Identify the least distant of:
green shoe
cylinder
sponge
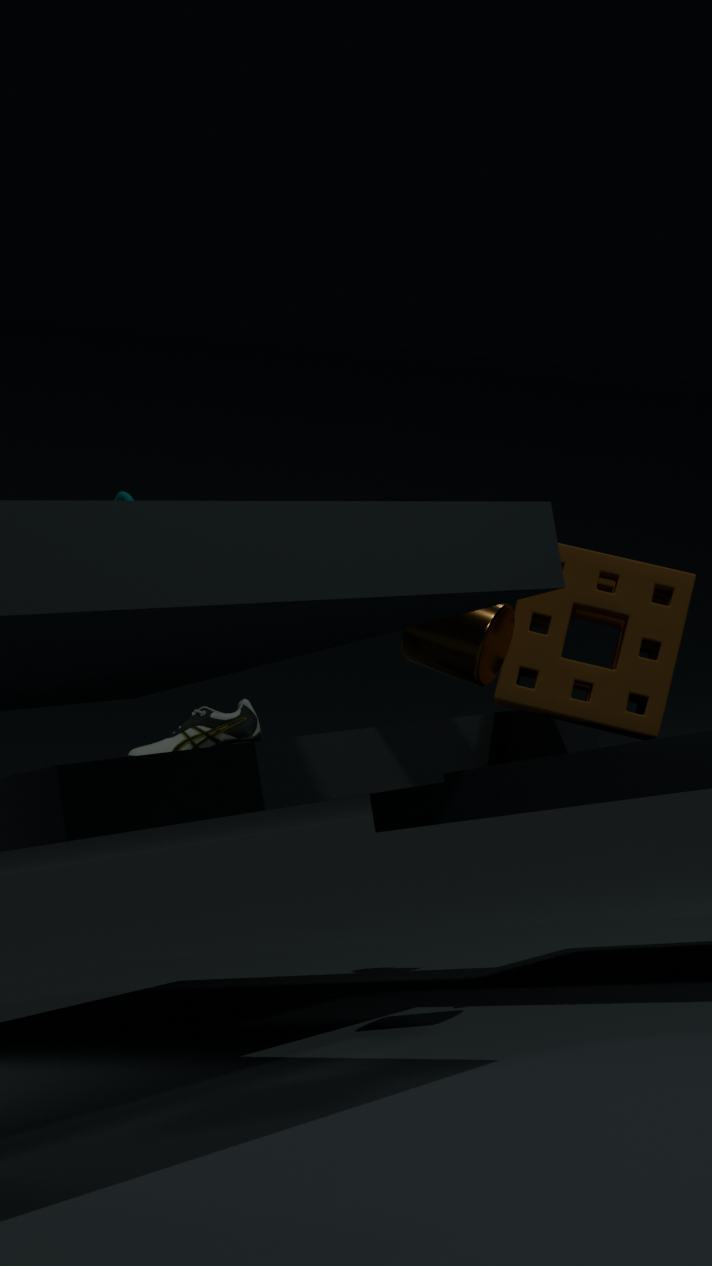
cylinder
